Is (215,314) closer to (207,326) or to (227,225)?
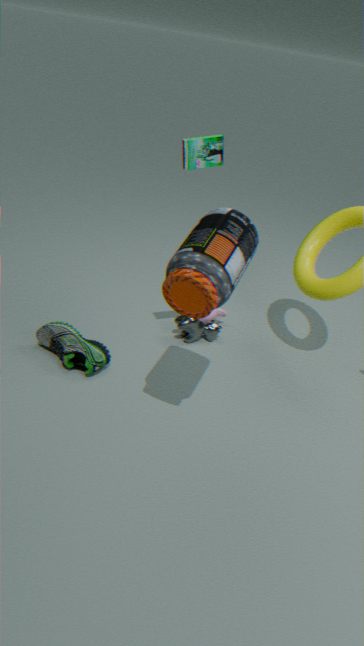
(207,326)
